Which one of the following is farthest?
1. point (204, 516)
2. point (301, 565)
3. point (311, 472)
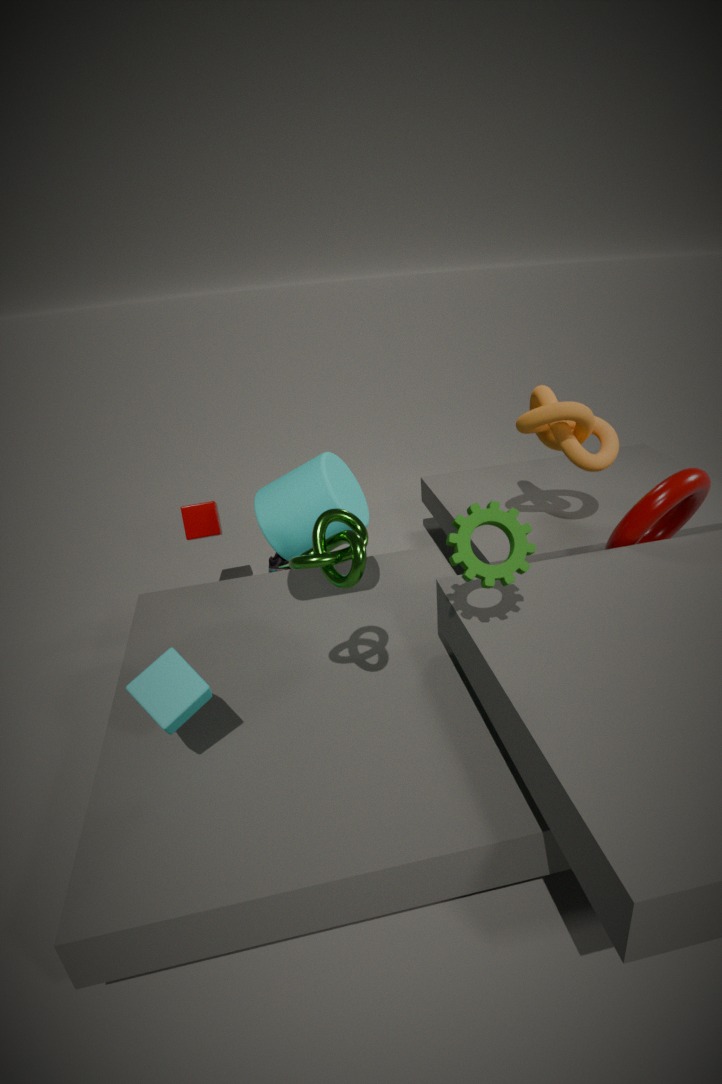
point (204, 516)
